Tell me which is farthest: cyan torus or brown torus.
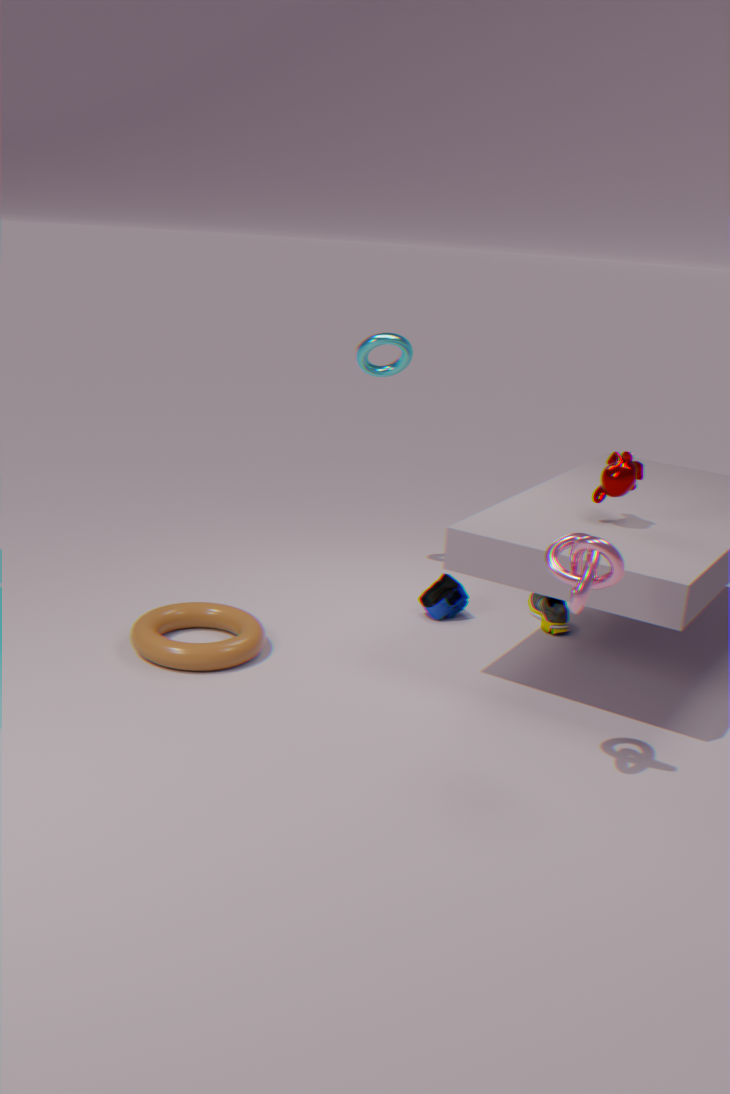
cyan torus
